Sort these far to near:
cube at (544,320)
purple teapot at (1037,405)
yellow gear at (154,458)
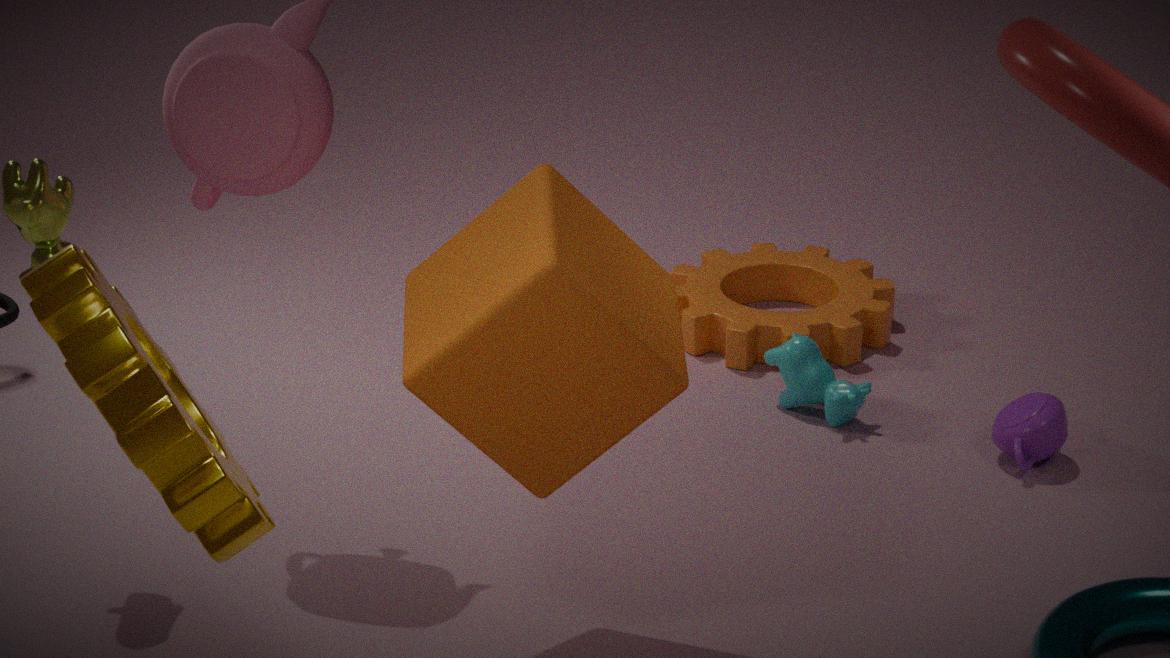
purple teapot at (1037,405), cube at (544,320), yellow gear at (154,458)
